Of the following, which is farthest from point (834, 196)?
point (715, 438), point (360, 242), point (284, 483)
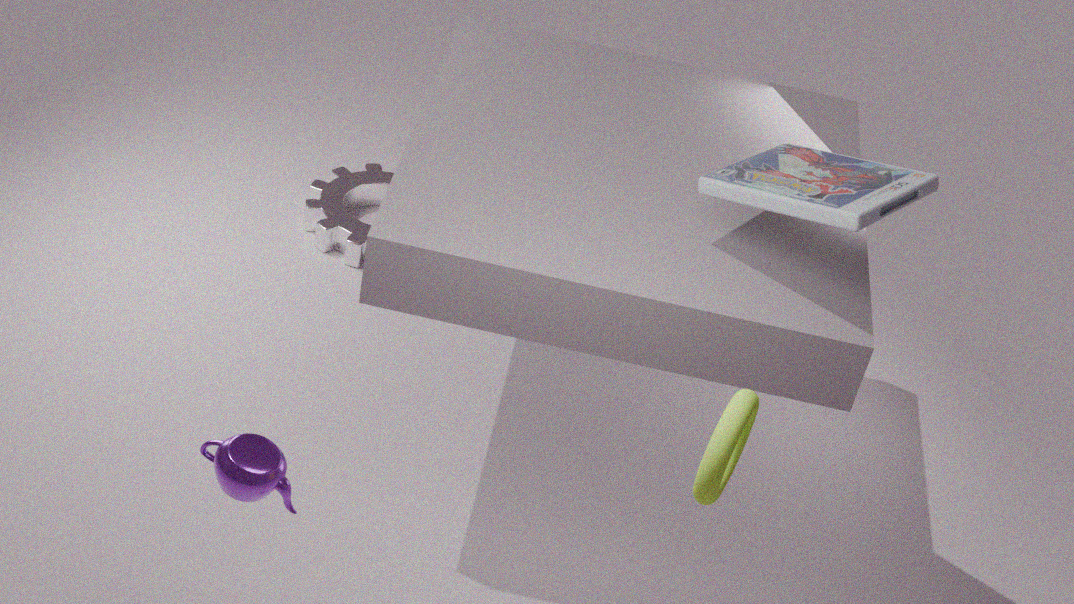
point (360, 242)
